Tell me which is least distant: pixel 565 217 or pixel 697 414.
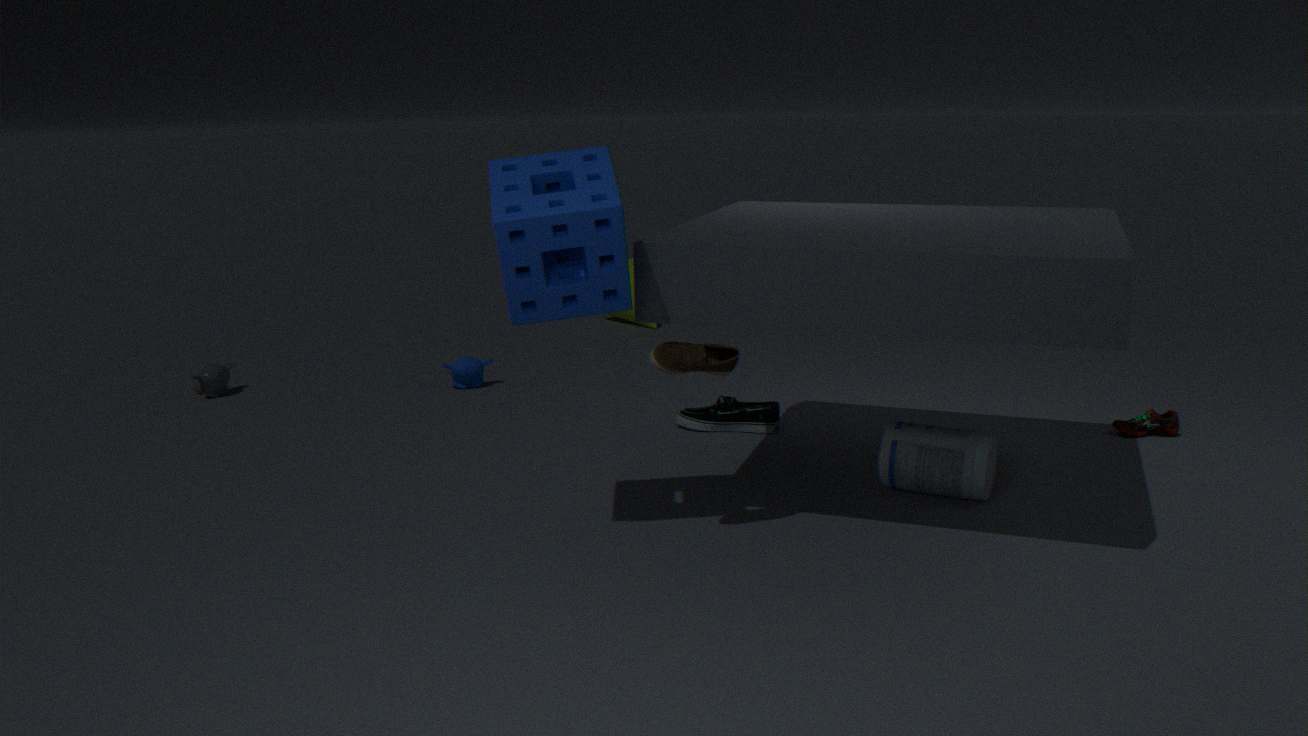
pixel 565 217
